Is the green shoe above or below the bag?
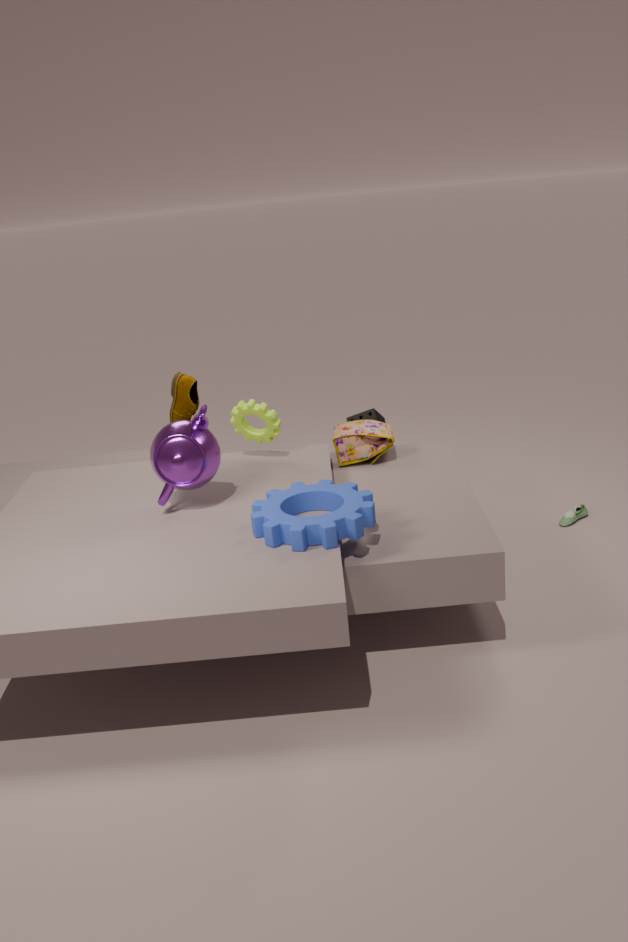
below
